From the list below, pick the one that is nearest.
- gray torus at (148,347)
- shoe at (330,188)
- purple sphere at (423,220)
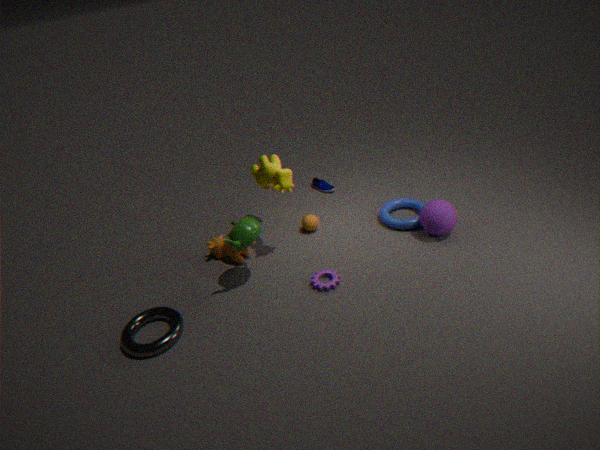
gray torus at (148,347)
